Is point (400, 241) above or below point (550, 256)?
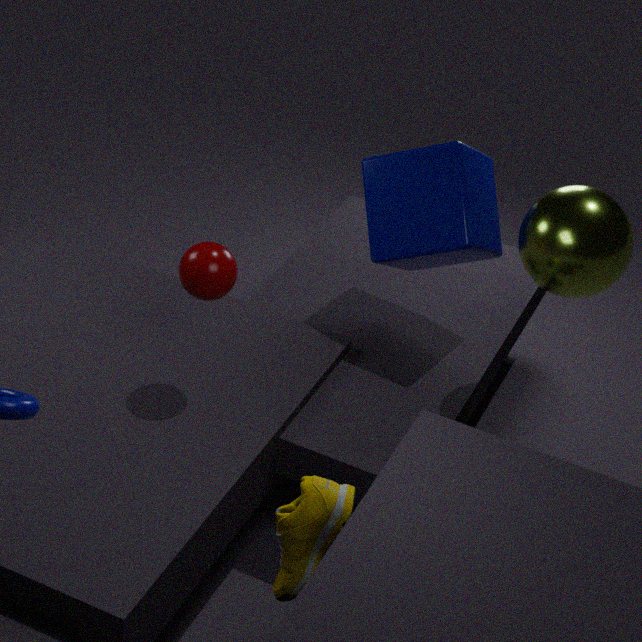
below
